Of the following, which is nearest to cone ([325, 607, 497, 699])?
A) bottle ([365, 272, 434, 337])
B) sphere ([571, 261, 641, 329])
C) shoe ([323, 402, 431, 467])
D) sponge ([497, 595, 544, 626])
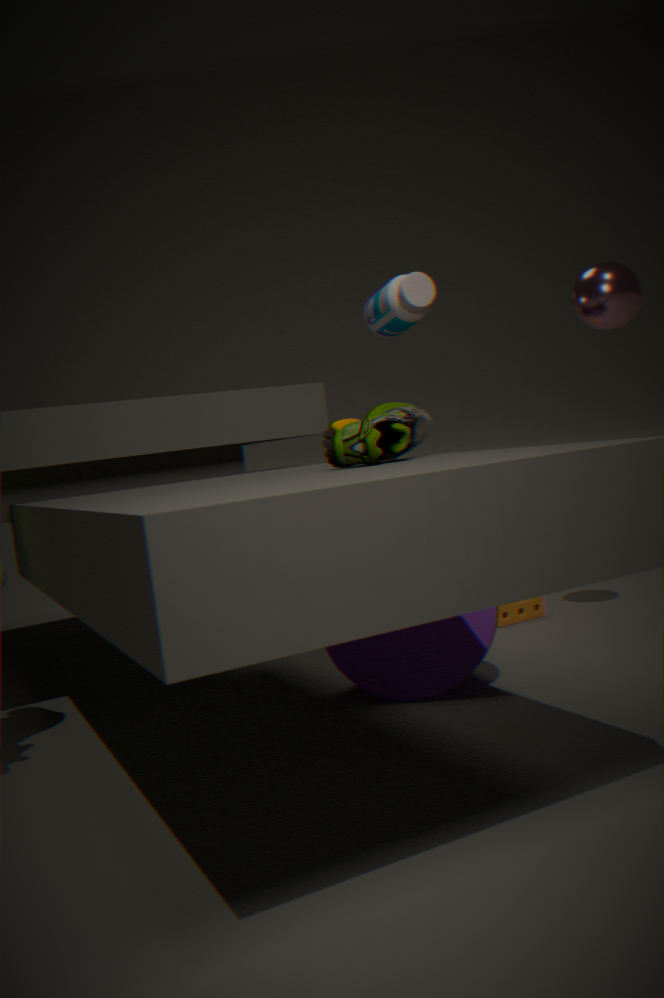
sponge ([497, 595, 544, 626])
